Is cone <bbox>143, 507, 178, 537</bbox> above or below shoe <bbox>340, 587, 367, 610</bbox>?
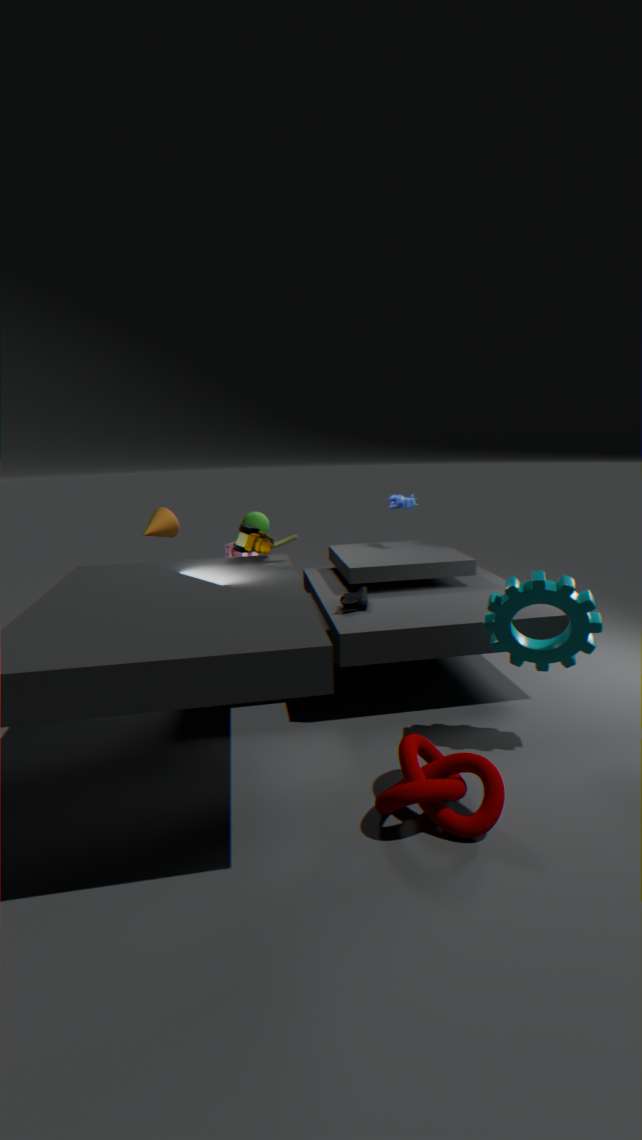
above
